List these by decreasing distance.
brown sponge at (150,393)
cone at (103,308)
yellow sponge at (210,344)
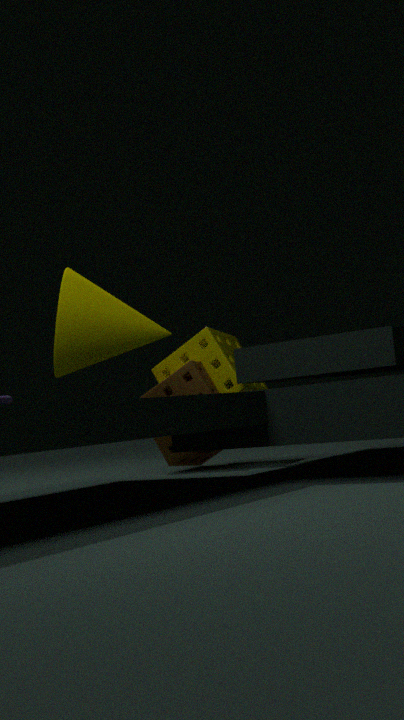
yellow sponge at (210,344) → brown sponge at (150,393) → cone at (103,308)
